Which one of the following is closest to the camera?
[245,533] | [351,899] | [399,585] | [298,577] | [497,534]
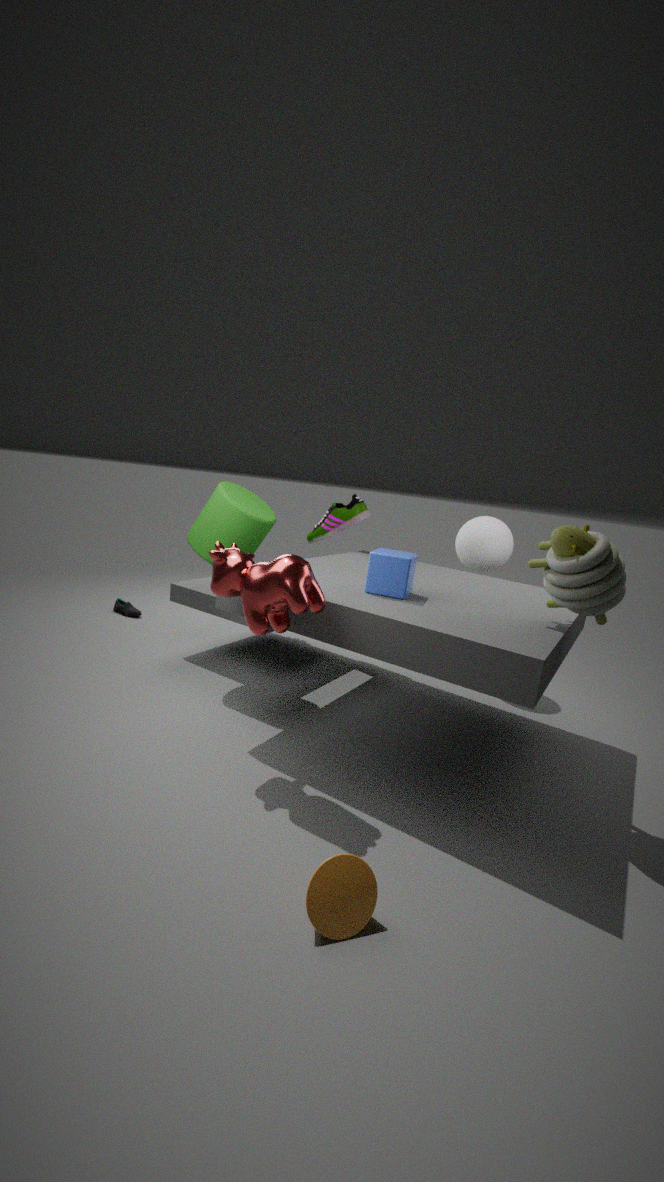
[351,899]
